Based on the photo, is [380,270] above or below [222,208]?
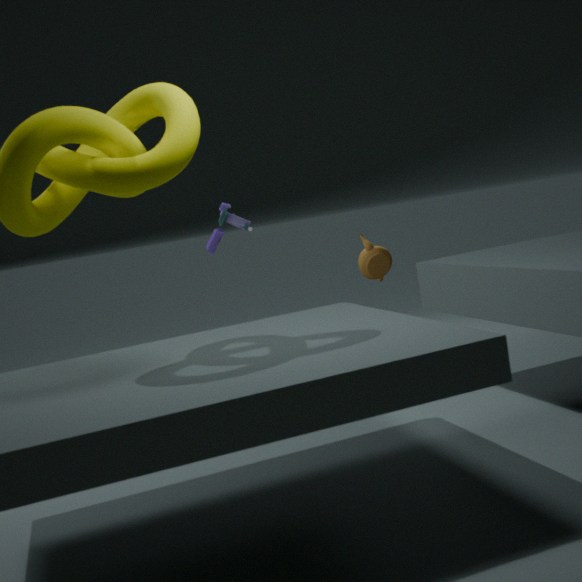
below
